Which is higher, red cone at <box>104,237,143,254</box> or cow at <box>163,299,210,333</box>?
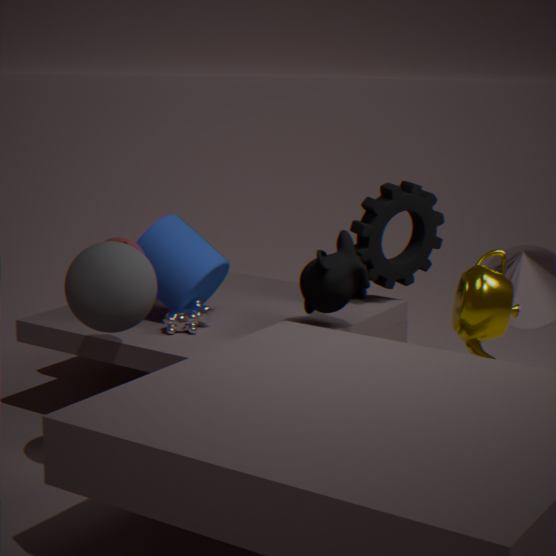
red cone at <box>104,237,143,254</box>
